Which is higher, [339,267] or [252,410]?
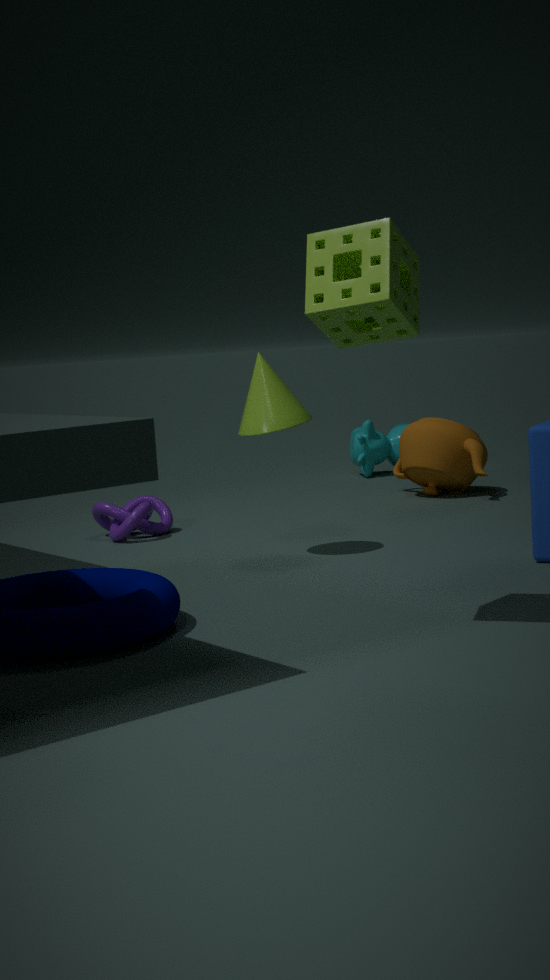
[339,267]
